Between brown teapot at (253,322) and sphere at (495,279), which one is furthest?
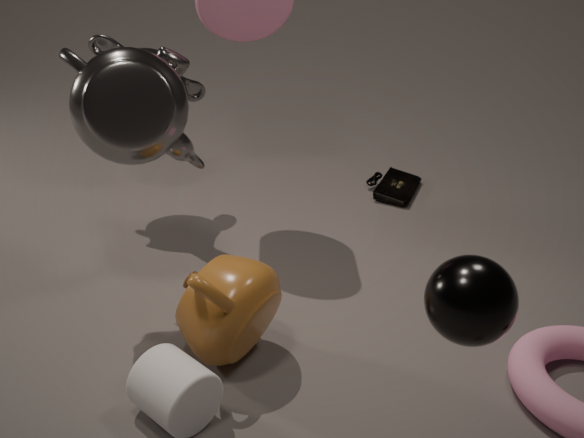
brown teapot at (253,322)
